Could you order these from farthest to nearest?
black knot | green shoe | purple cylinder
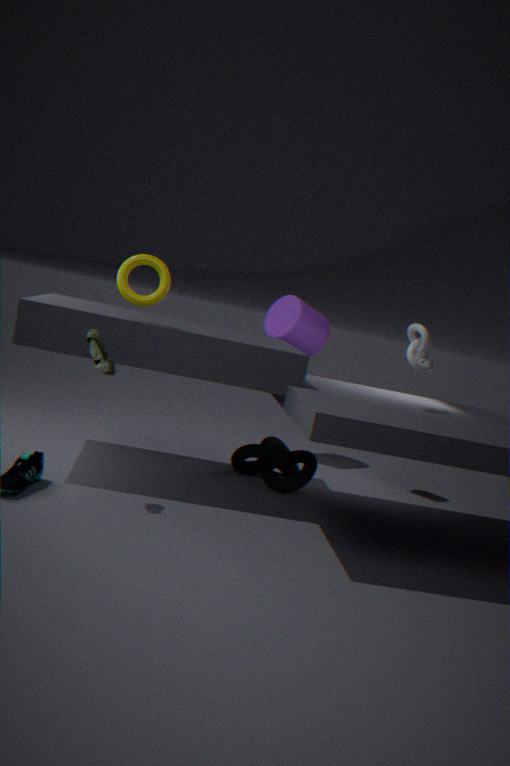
purple cylinder → black knot → green shoe
